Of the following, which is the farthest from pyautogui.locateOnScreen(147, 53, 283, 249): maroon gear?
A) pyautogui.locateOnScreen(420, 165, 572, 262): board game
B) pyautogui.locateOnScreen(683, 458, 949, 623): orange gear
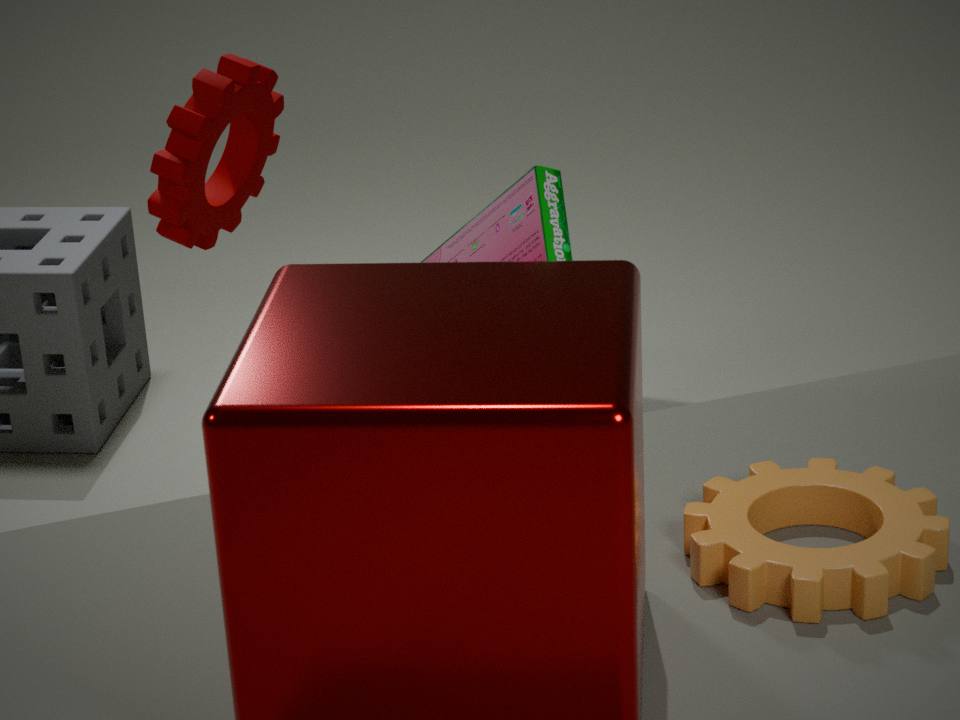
pyautogui.locateOnScreen(683, 458, 949, 623): orange gear
